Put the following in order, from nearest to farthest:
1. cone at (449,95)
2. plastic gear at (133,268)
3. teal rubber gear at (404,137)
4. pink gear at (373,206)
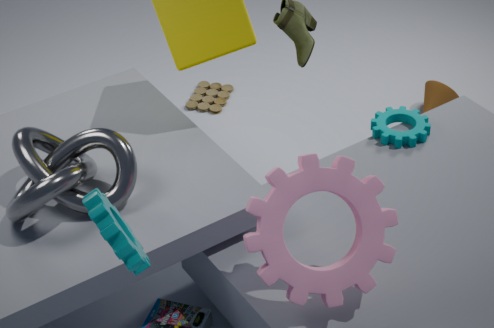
plastic gear at (133,268) < pink gear at (373,206) < teal rubber gear at (404,137) < cone at (449,95)
